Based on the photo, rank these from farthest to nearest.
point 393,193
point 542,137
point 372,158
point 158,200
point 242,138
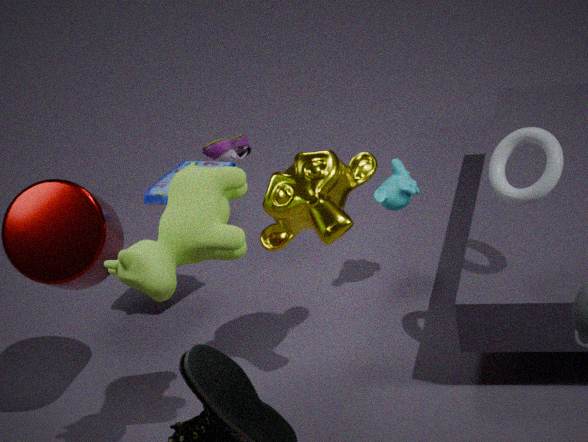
1. point 242,138
2. point 393,193
3. point 158,200
4. point 372,158
5. point 542,137
